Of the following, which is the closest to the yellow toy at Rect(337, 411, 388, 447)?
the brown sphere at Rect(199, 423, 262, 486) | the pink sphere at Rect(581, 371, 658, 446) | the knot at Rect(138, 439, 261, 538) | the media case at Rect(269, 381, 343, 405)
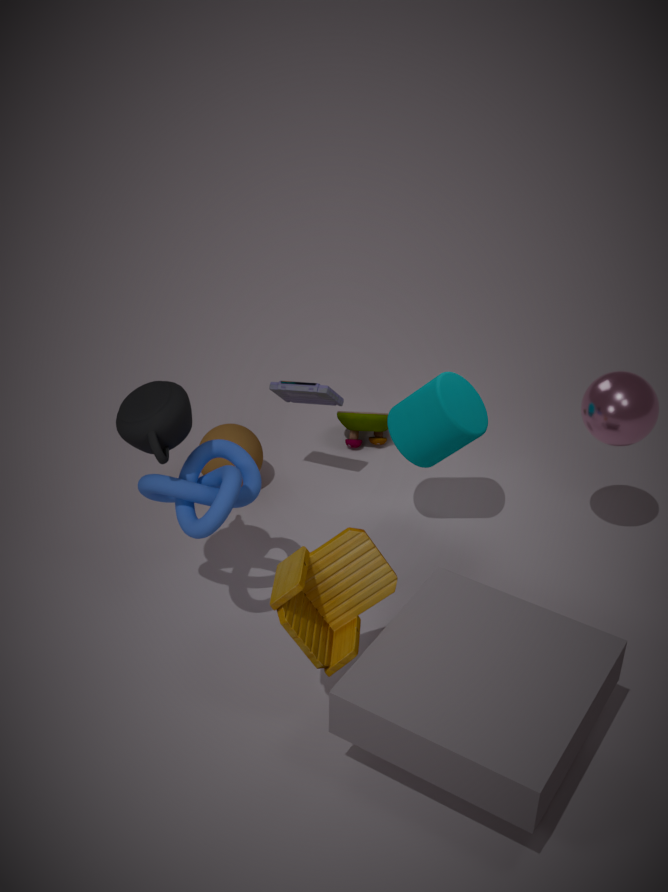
the media case at Rect(269, 381, 343, 405)
